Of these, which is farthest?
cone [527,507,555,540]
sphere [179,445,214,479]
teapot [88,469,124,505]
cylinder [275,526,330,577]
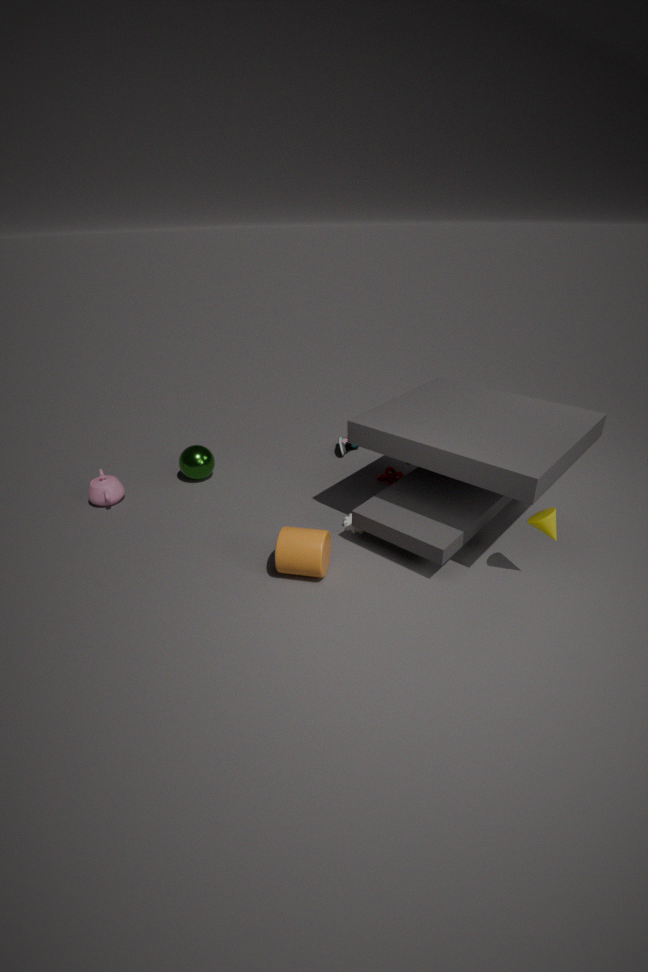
sphere [179,445,214,479]
